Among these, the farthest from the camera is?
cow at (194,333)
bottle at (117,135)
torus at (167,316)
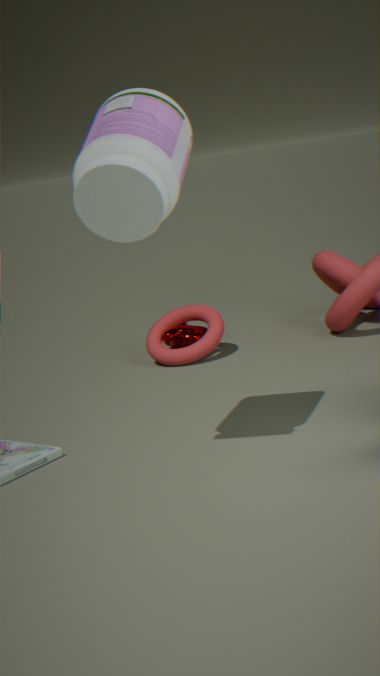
cow at (194,333)
